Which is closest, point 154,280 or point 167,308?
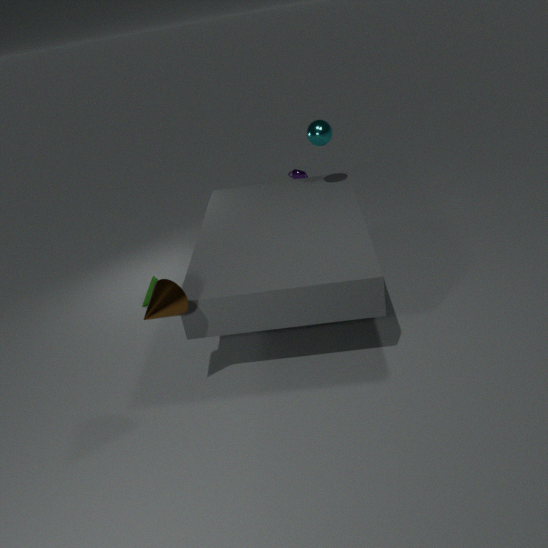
point 167,308
